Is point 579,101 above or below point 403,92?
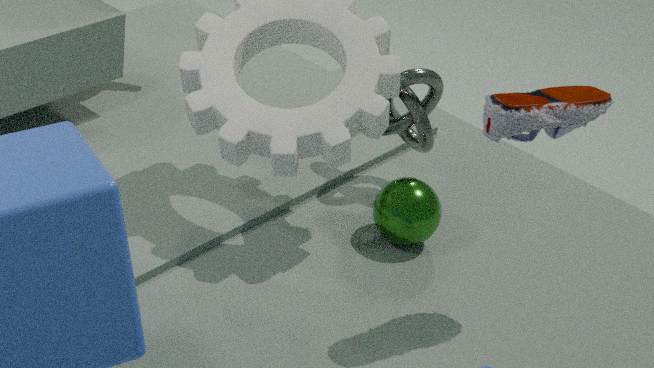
above
